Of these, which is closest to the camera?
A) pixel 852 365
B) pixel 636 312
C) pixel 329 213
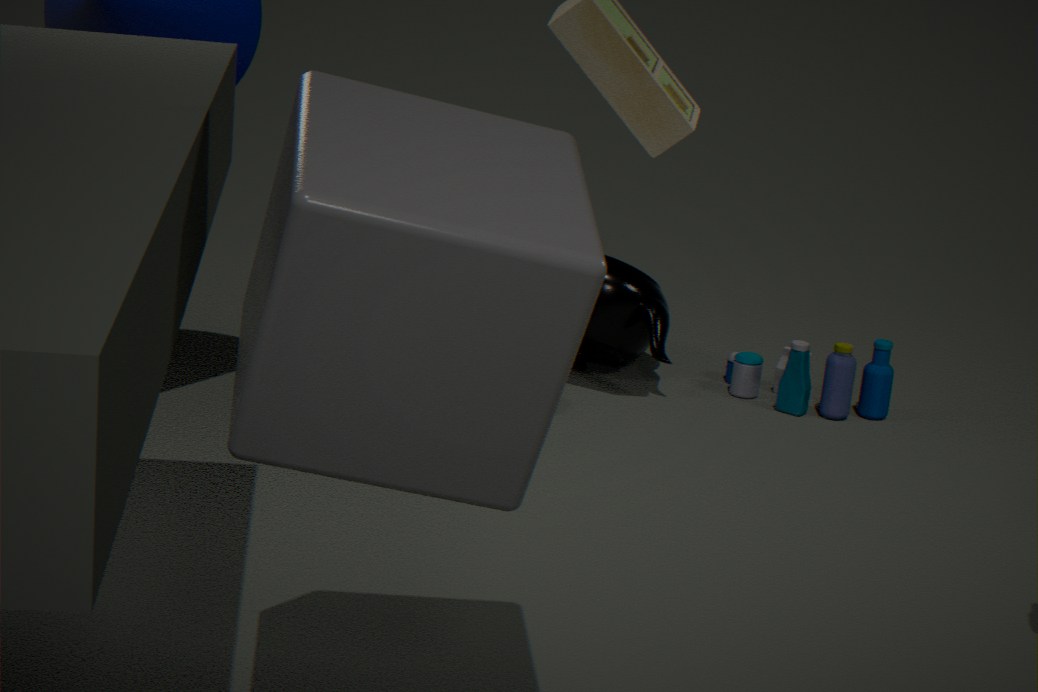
pixel 329 213
